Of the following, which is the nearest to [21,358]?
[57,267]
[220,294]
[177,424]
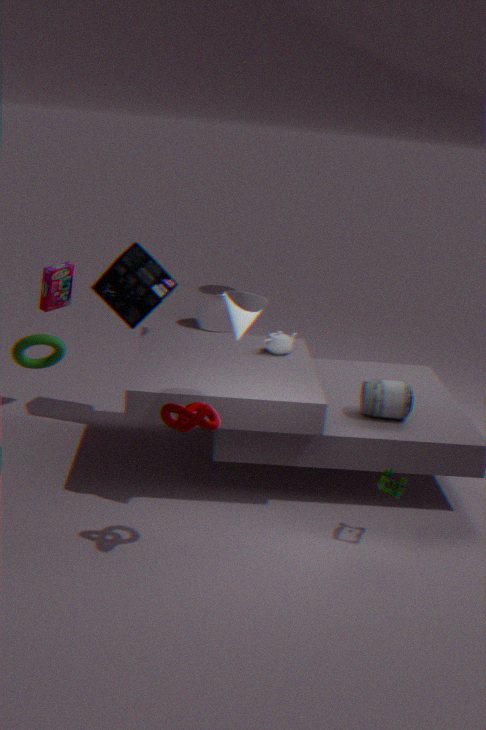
[57,267]
